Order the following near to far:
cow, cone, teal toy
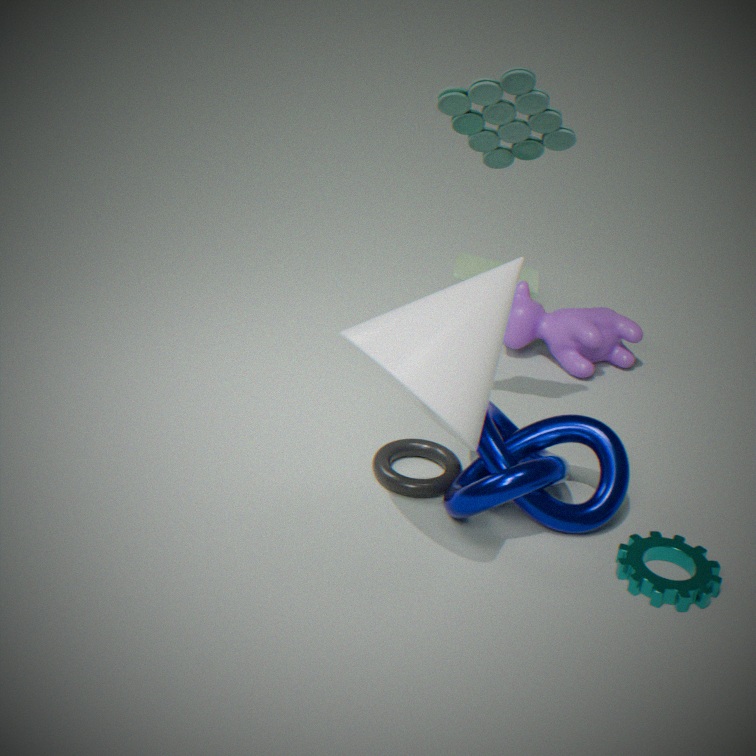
cone
teal toy
cow
